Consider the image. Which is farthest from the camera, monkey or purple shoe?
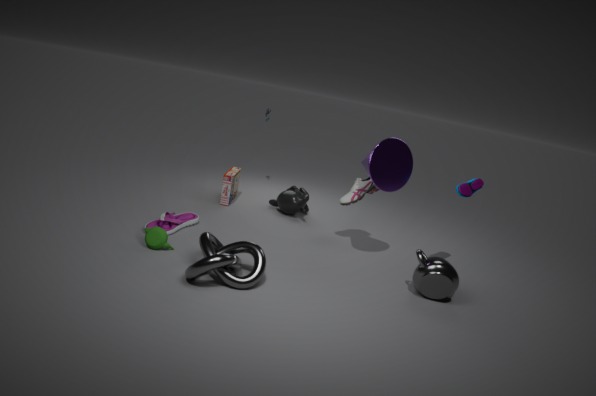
monkey
